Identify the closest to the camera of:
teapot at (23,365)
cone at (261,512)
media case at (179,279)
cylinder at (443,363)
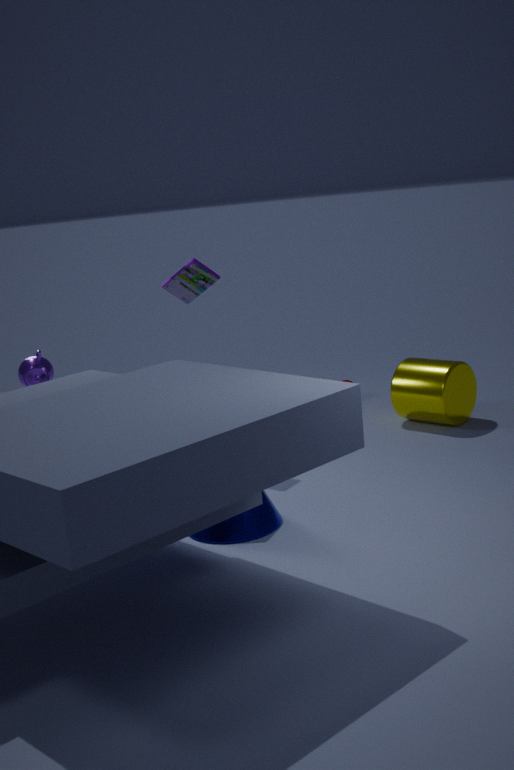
cone at (261,512)
